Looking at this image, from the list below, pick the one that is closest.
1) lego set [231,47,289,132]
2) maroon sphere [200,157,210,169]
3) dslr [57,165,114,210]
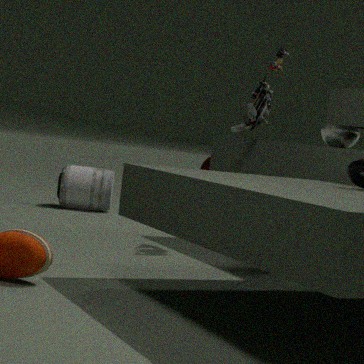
1. lego set [231,47,289,132]
